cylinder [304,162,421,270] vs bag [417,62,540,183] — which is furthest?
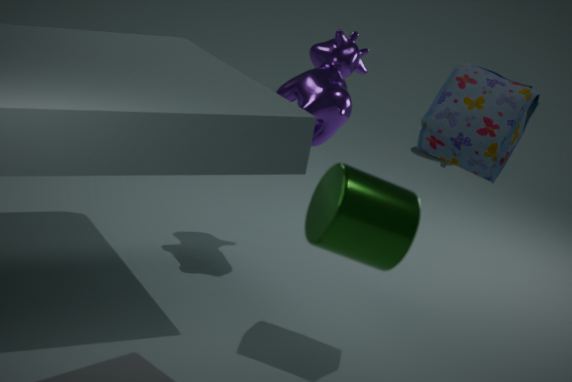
bag [417,62,540,183]
